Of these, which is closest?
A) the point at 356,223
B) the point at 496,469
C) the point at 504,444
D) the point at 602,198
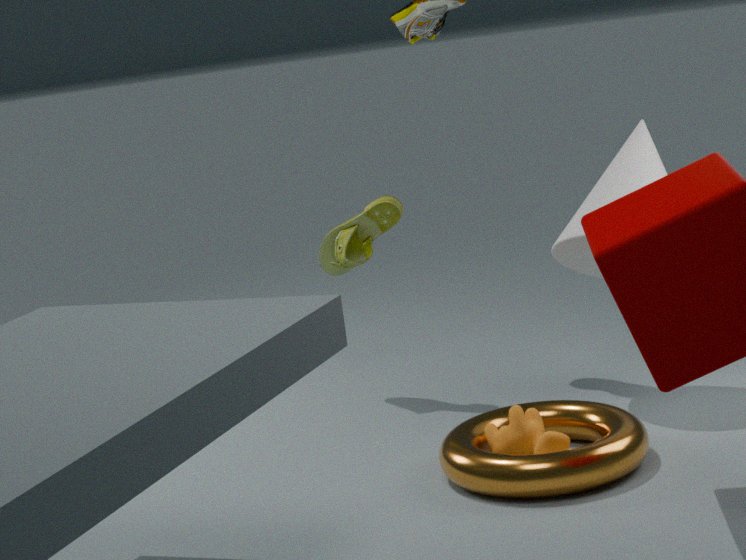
the point at 496,469
